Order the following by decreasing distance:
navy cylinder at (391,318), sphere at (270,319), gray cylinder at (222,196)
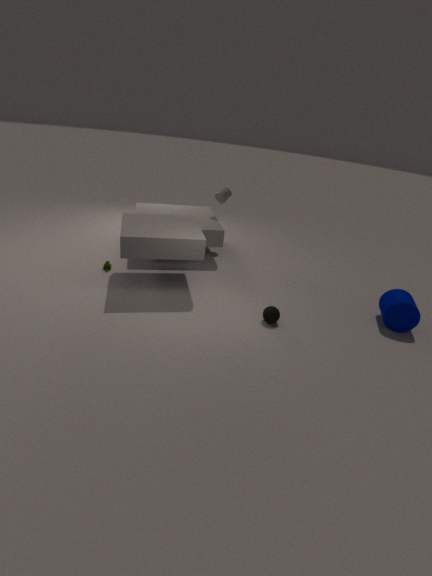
gray cylinder at (222,196), navy cylinder at (391,318), sphere at (270,319)
